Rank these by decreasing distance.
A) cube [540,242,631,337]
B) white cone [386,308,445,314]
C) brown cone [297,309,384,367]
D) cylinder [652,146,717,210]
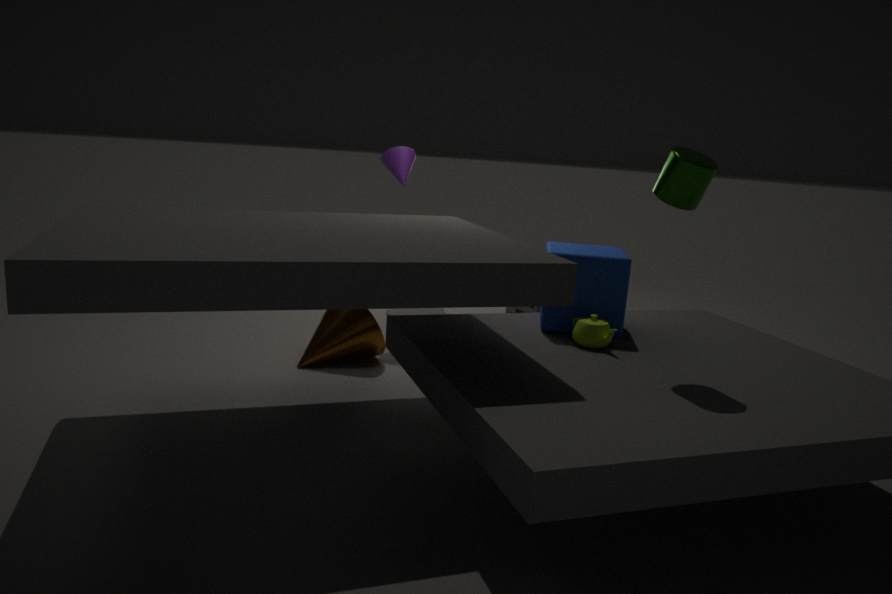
1. white cone [386,308,445,314]
2. brown cone [297,309,384,367]
3. cube [540,242,631,337]
4. cylinder [652,146,717,210]
